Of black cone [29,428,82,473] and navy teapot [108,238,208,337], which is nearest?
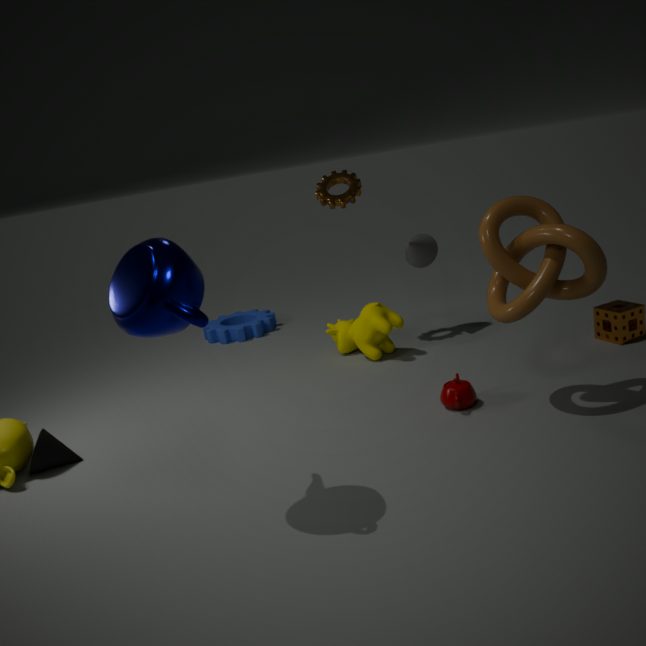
navy teapot [108,238,208,337]
